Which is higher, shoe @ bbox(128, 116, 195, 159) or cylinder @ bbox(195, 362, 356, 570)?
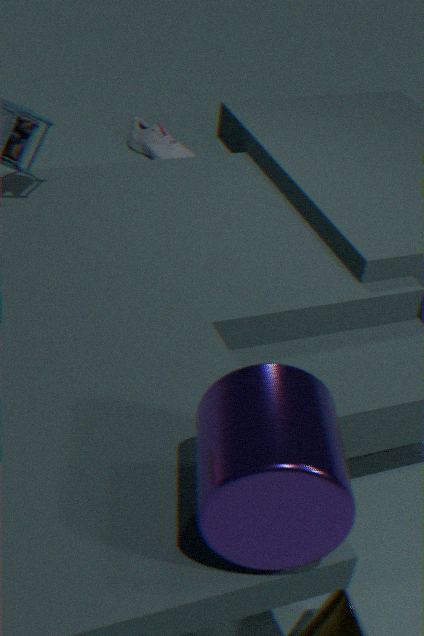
cylinder @ bbox(195, 362, 356, 570)
